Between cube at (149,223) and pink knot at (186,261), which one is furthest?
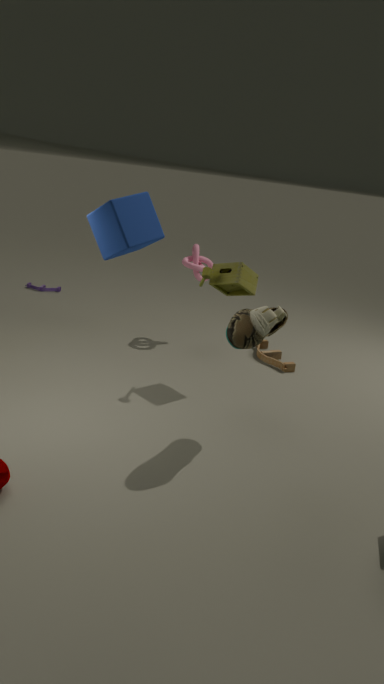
pink knot at (186,261)
